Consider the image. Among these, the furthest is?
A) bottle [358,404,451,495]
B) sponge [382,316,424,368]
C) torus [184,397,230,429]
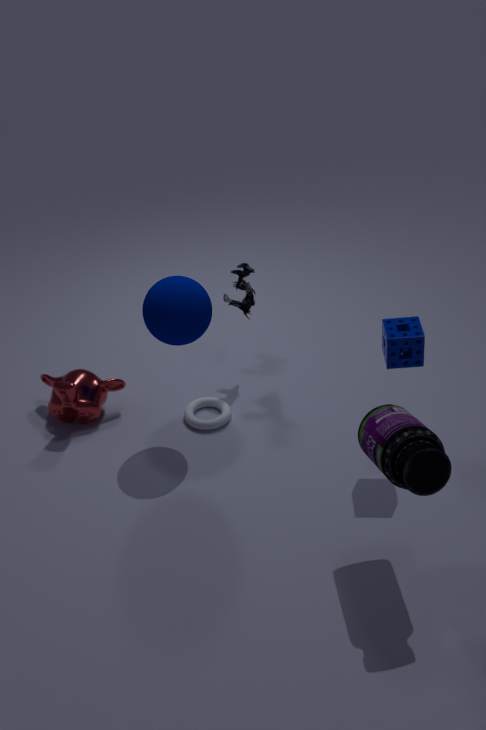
torus [184,397,230,429]
